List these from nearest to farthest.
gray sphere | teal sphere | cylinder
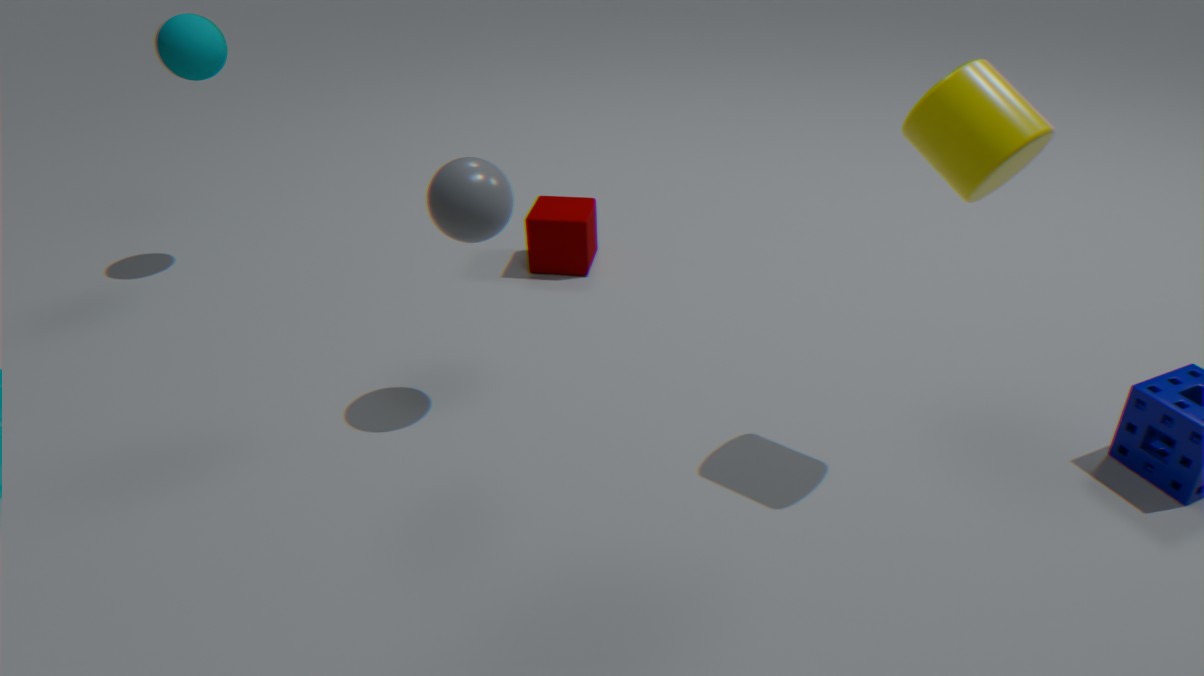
cylinder → gray sphere → teal sphere
